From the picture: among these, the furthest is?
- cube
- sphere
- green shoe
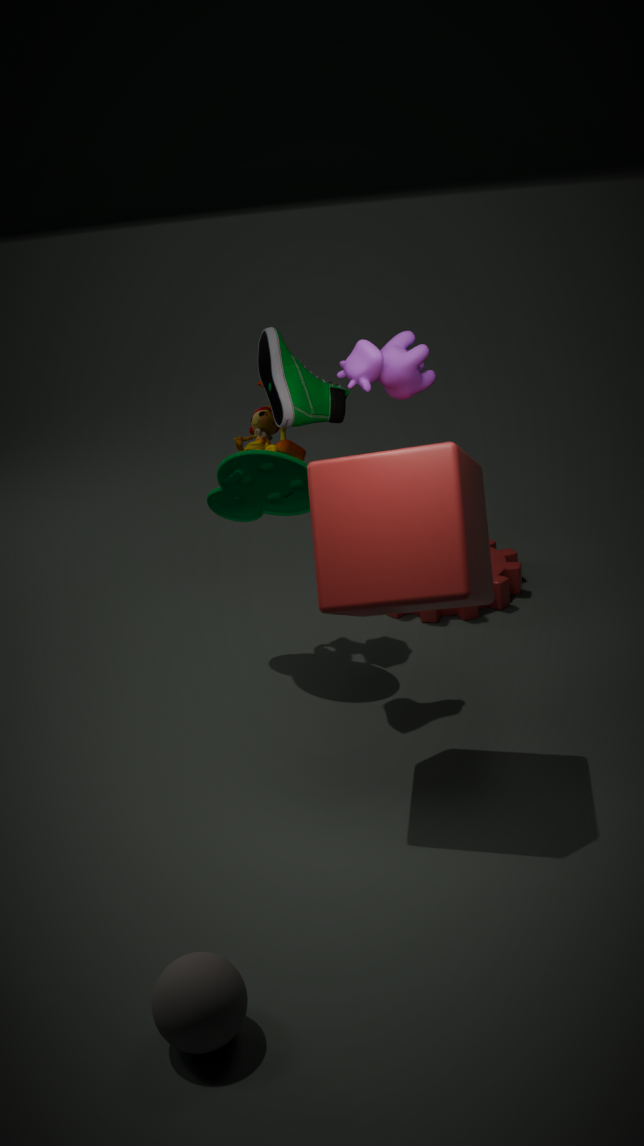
green shoe
